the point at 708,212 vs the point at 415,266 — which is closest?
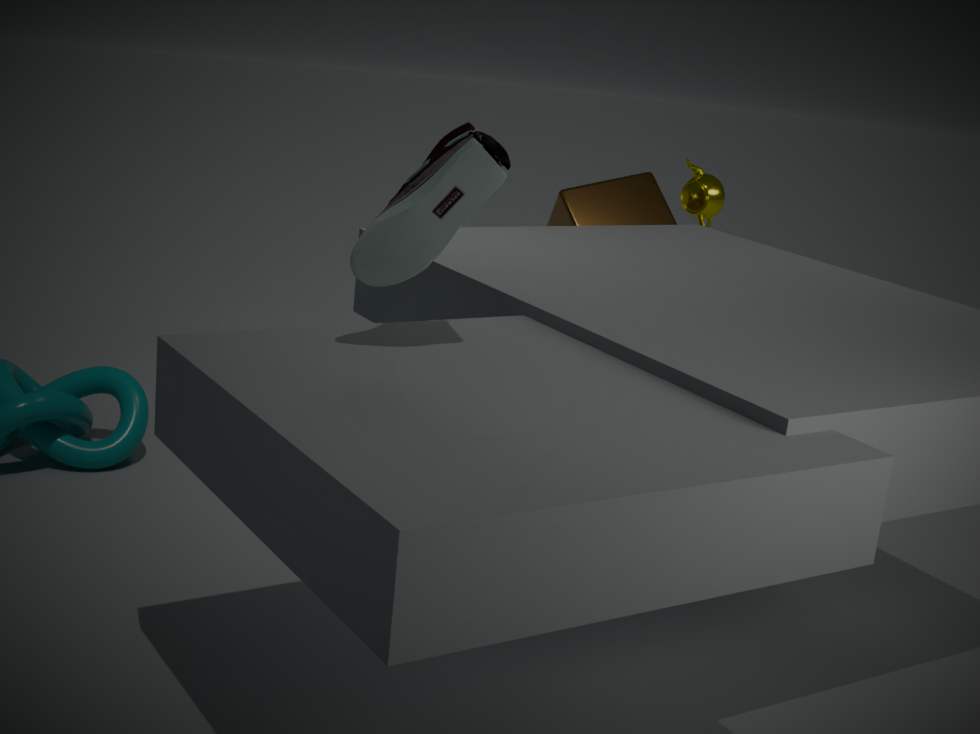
the point at 415,266
